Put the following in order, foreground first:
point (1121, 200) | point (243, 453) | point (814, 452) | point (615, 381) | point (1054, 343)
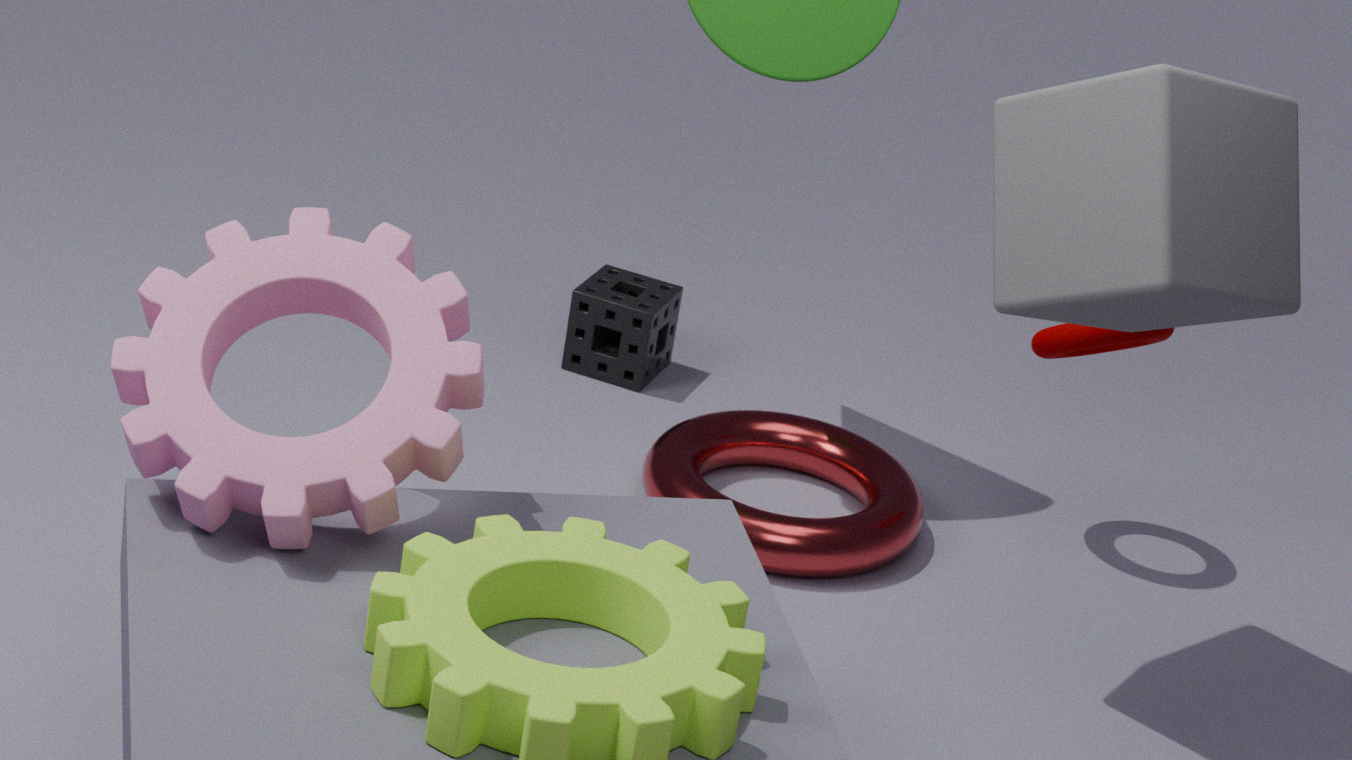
1. point (243, 453)
2. point (1121, 200)
3. point (1054, 343)
4. point (814, 452)
5. point (615, 381)
